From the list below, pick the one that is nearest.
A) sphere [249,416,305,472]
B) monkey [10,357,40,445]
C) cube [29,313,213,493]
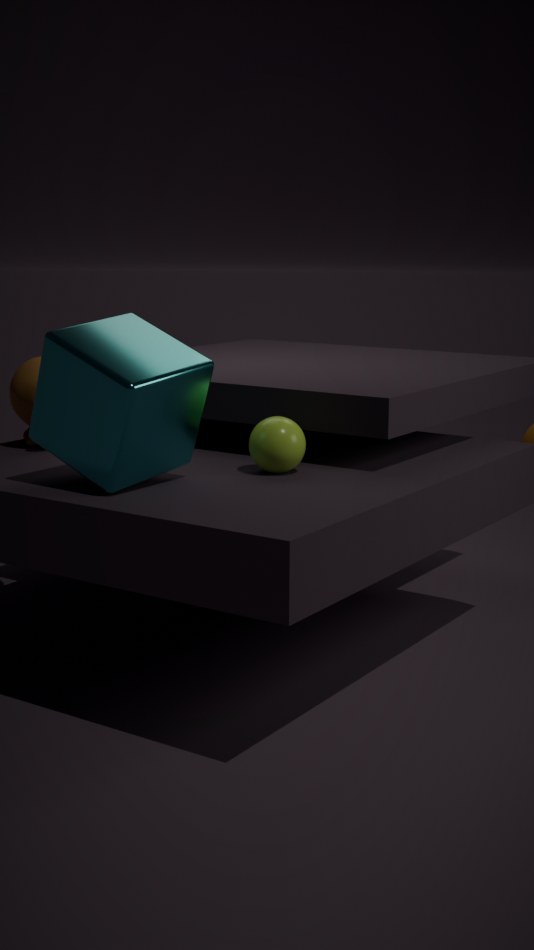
C. cube [29,313,213,493]
